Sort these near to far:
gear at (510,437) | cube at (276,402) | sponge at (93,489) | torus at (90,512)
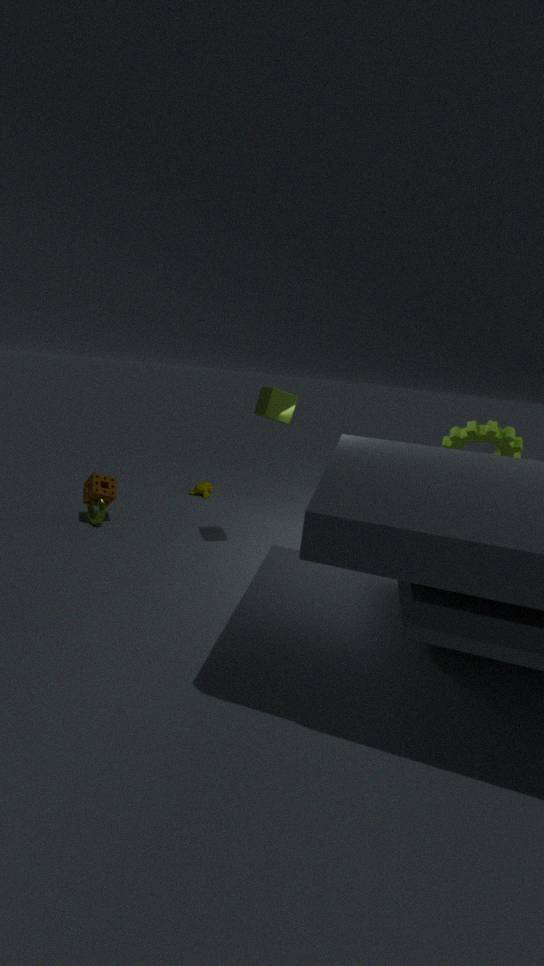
1. cube at (276,402)
2. gear at (510,437)
3. sponge at (93,489)
4. torus at (90,512)
